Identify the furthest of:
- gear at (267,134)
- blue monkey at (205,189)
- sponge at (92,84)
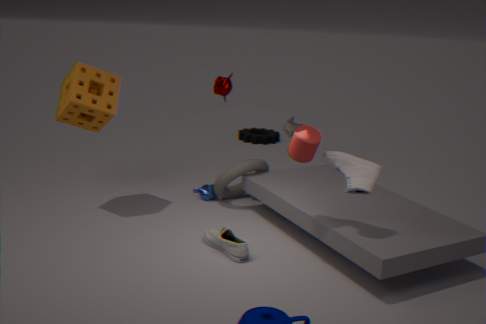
gear at (267,134)
